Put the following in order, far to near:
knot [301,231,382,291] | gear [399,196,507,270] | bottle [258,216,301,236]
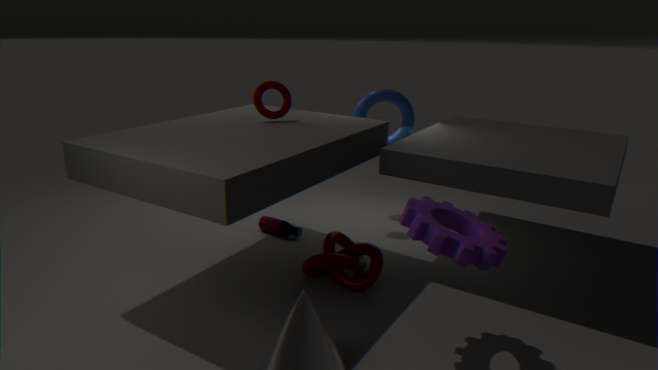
bottle [258,216,301,236] < knot [301,231,382,291] < gear [399,196,507,270]
